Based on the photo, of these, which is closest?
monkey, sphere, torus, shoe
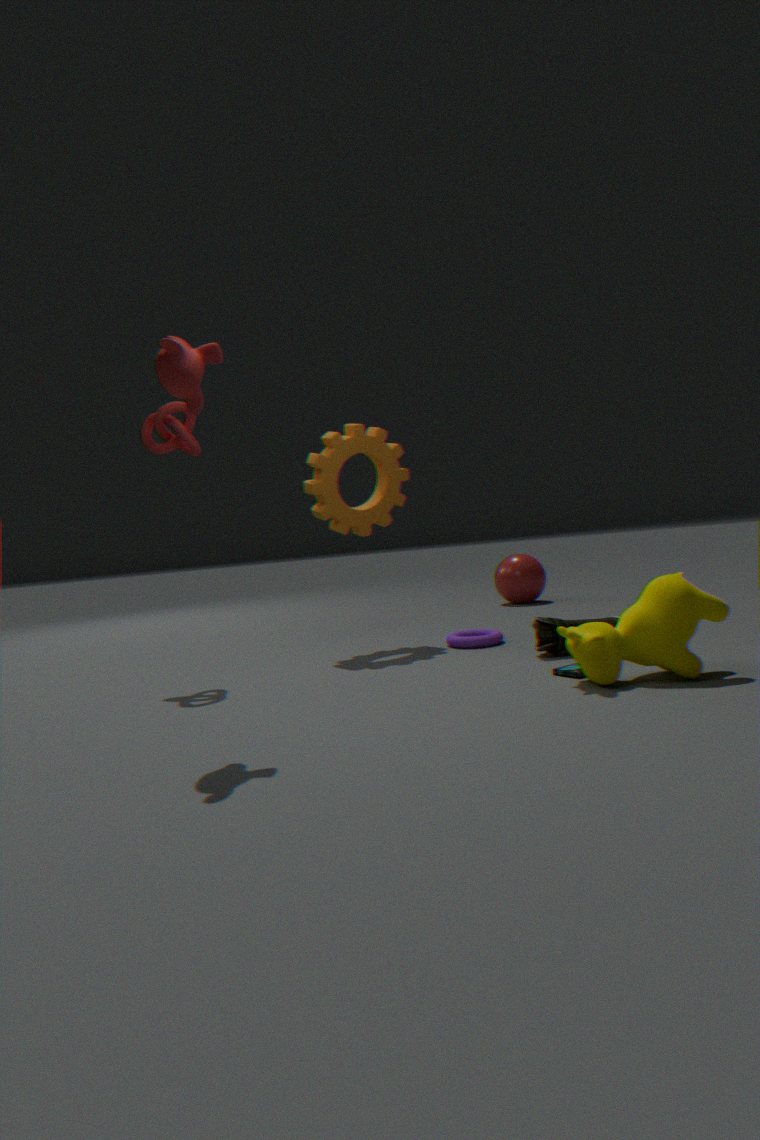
monkey
